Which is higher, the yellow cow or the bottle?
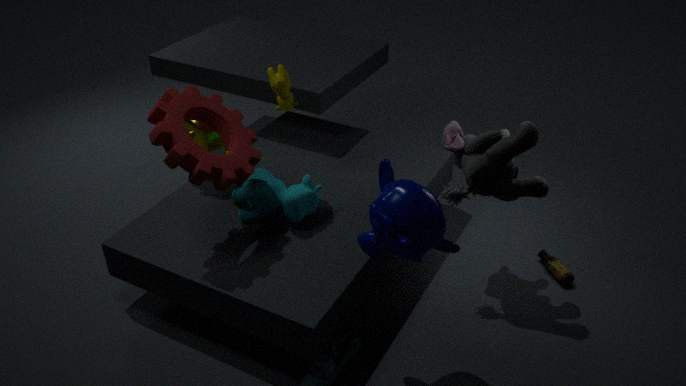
the yellow cow
